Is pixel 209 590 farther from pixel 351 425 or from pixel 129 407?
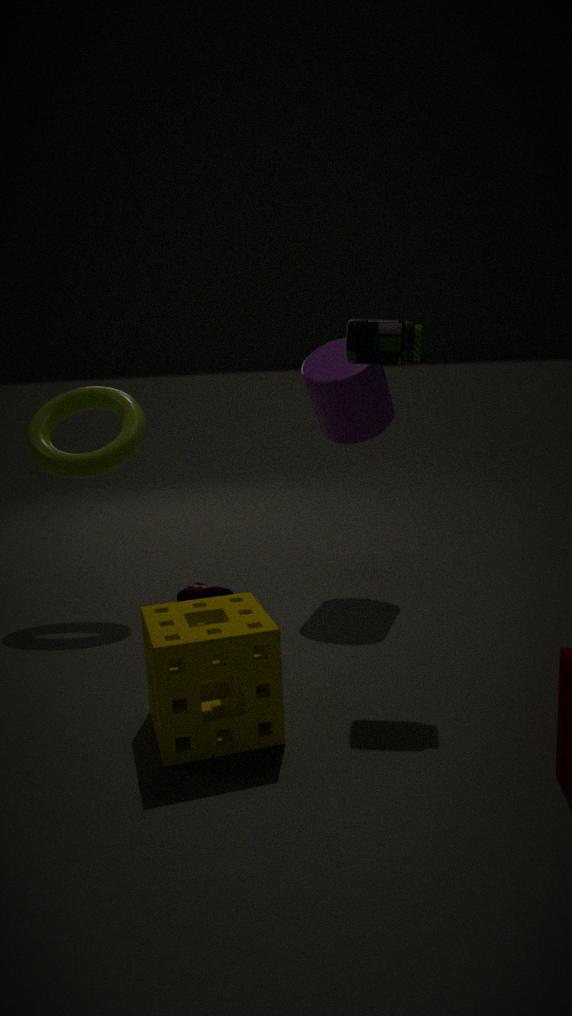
pixel 351 425
